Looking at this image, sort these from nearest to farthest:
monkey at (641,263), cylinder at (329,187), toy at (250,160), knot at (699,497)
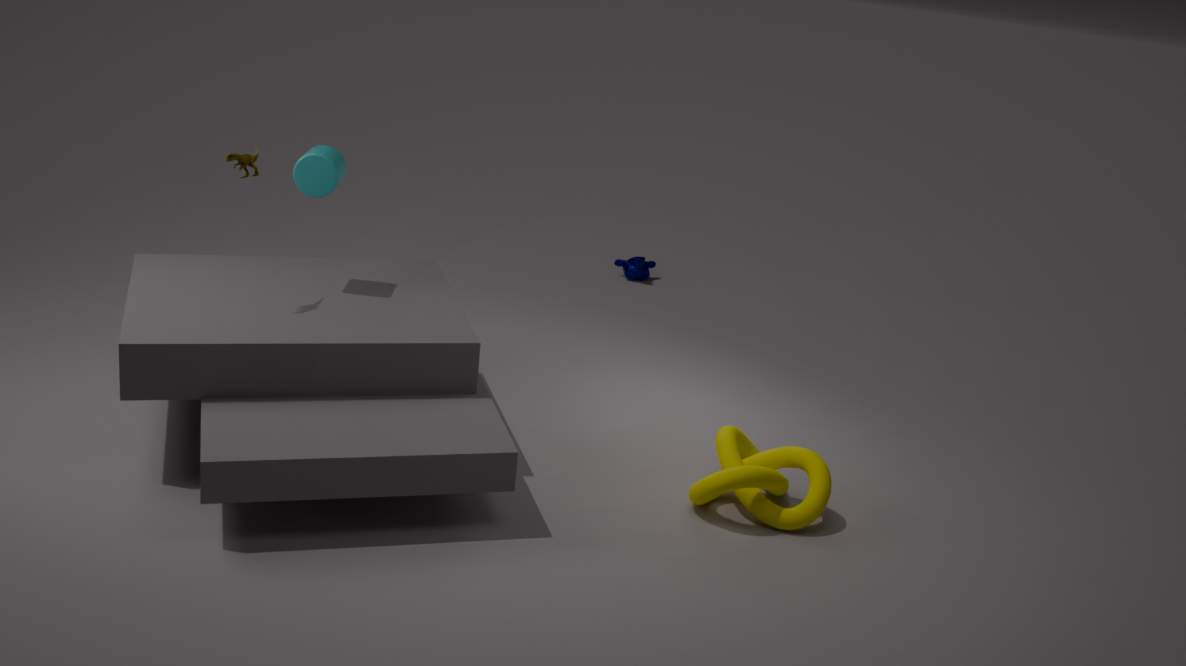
1. knot at (699,497)
2. toy at (250,160)
3. cylinder at (329,187)
4. monkey at (641,263)
